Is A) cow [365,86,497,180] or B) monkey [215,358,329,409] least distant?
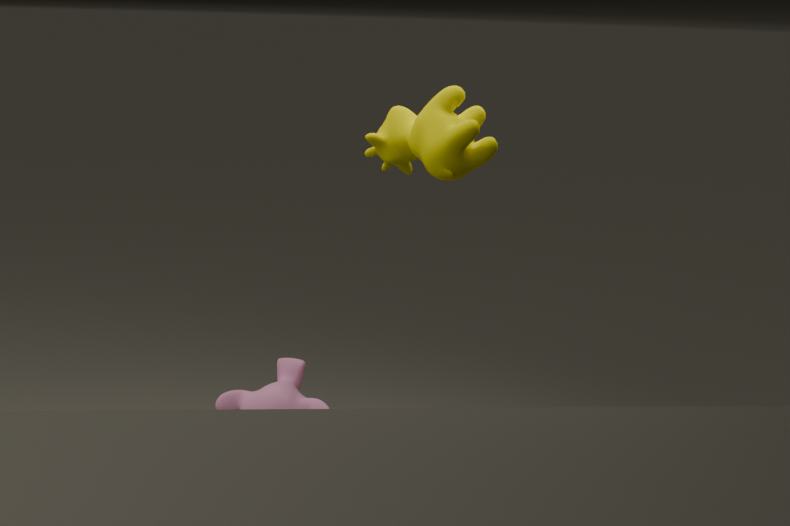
A. cow [365,86,497,180]
